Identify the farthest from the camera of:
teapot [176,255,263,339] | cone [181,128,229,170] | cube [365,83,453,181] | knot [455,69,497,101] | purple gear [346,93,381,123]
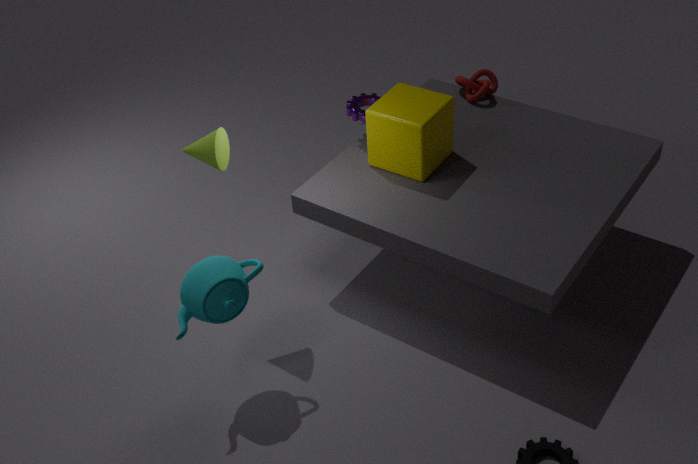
knot [455,69,497,101]
